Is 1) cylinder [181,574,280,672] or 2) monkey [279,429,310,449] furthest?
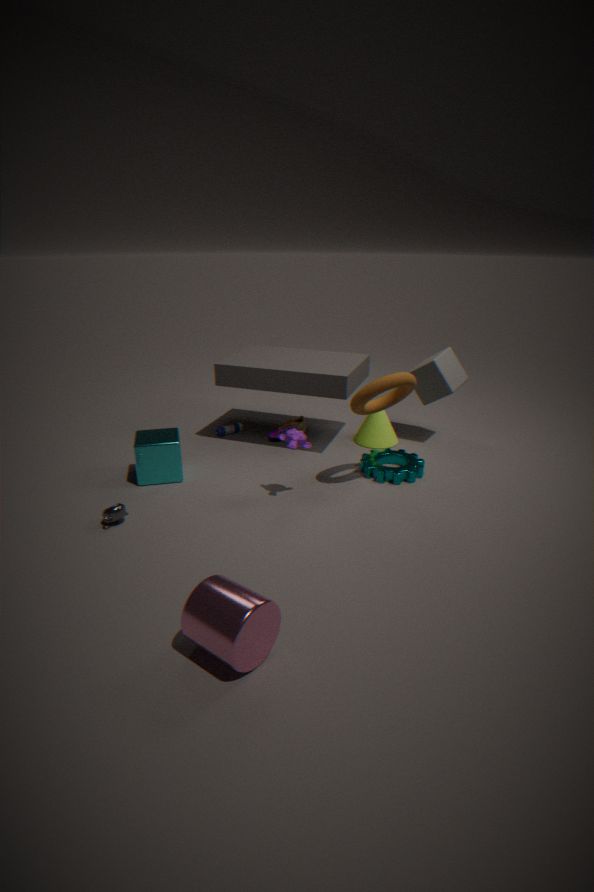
2. monkey [279,429,310,449]
